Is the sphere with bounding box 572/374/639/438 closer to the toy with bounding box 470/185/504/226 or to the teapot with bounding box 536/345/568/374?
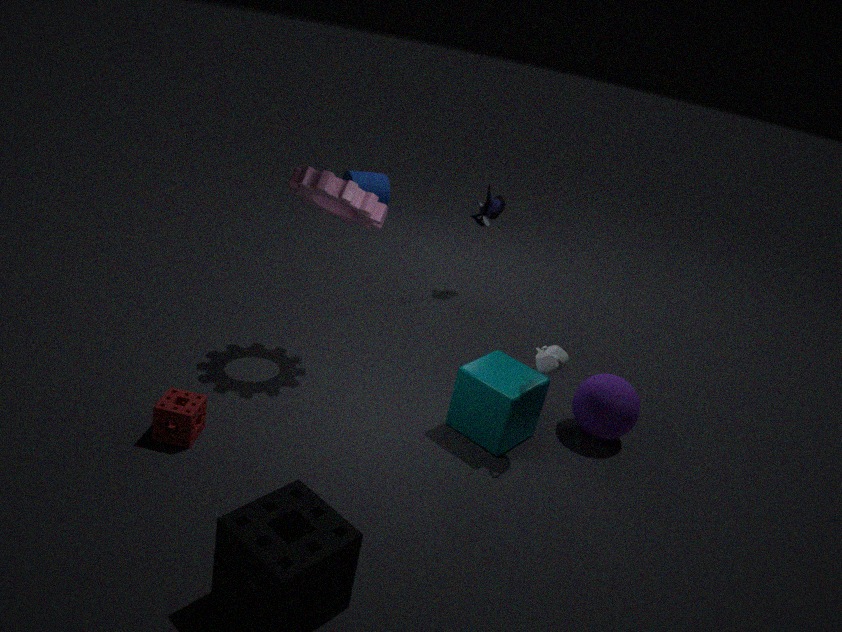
the teapot with bounding box 536/345/568/374
